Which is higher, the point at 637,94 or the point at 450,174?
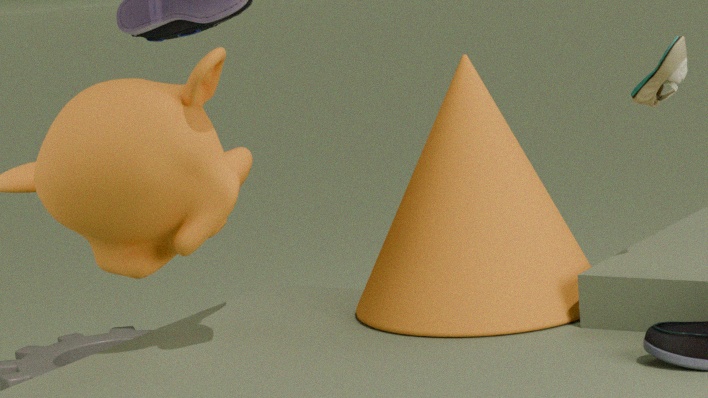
the point at 637,94
